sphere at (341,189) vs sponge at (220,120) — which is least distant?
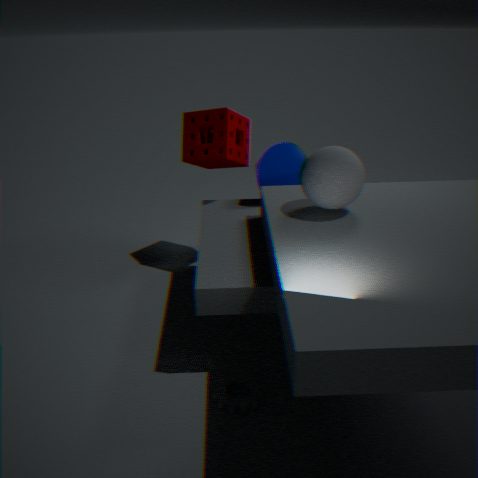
sphere at (341,189)
